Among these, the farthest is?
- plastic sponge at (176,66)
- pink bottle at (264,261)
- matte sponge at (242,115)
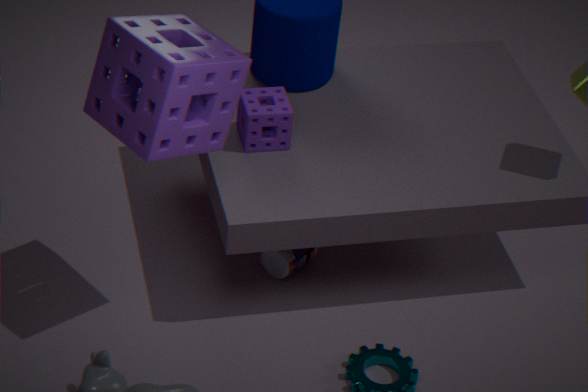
Answer: pink bottle at (264,261)
